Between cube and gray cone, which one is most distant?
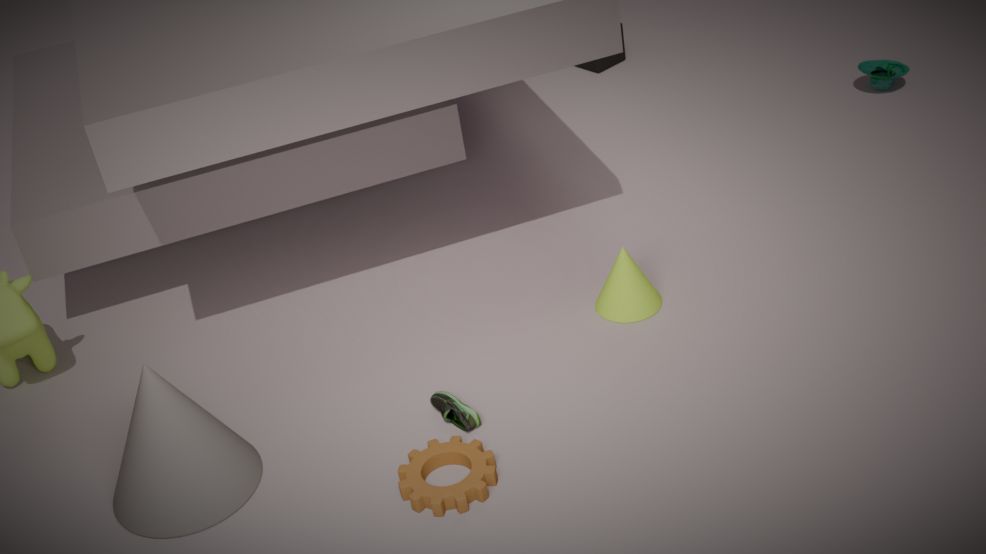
cube
